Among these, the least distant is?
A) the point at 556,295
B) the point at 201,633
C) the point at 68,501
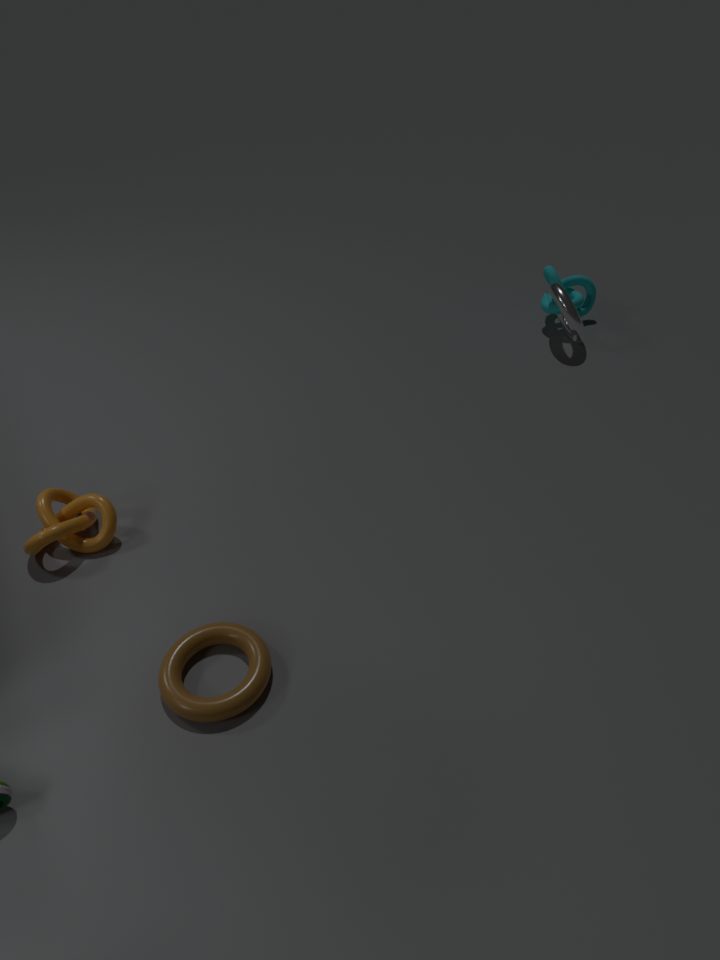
the point at 201,633
